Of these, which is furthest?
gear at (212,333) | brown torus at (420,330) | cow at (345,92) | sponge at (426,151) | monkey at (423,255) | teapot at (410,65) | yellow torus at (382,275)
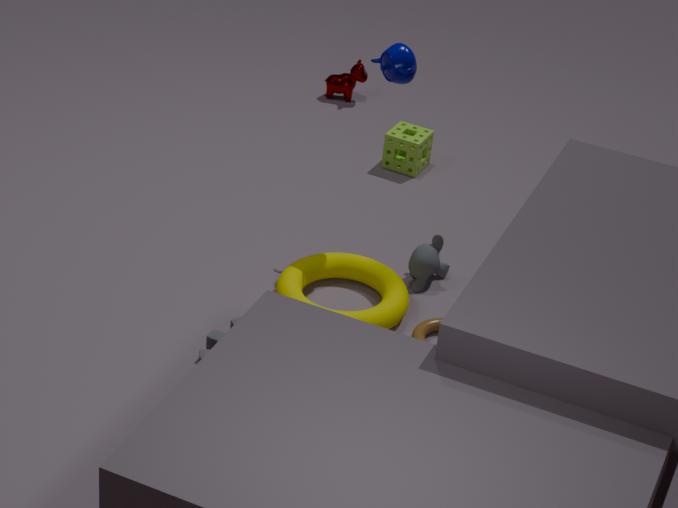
cow at (345,92)
